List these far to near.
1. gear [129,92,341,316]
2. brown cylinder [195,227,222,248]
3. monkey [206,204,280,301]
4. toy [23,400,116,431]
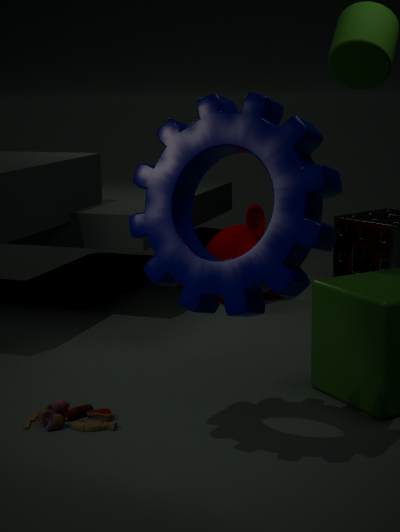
brown cylinder [195,227,222,248] → monkey [206,204,280,301] → toy [23,400,116,431] → gear [129,92,341,316]
